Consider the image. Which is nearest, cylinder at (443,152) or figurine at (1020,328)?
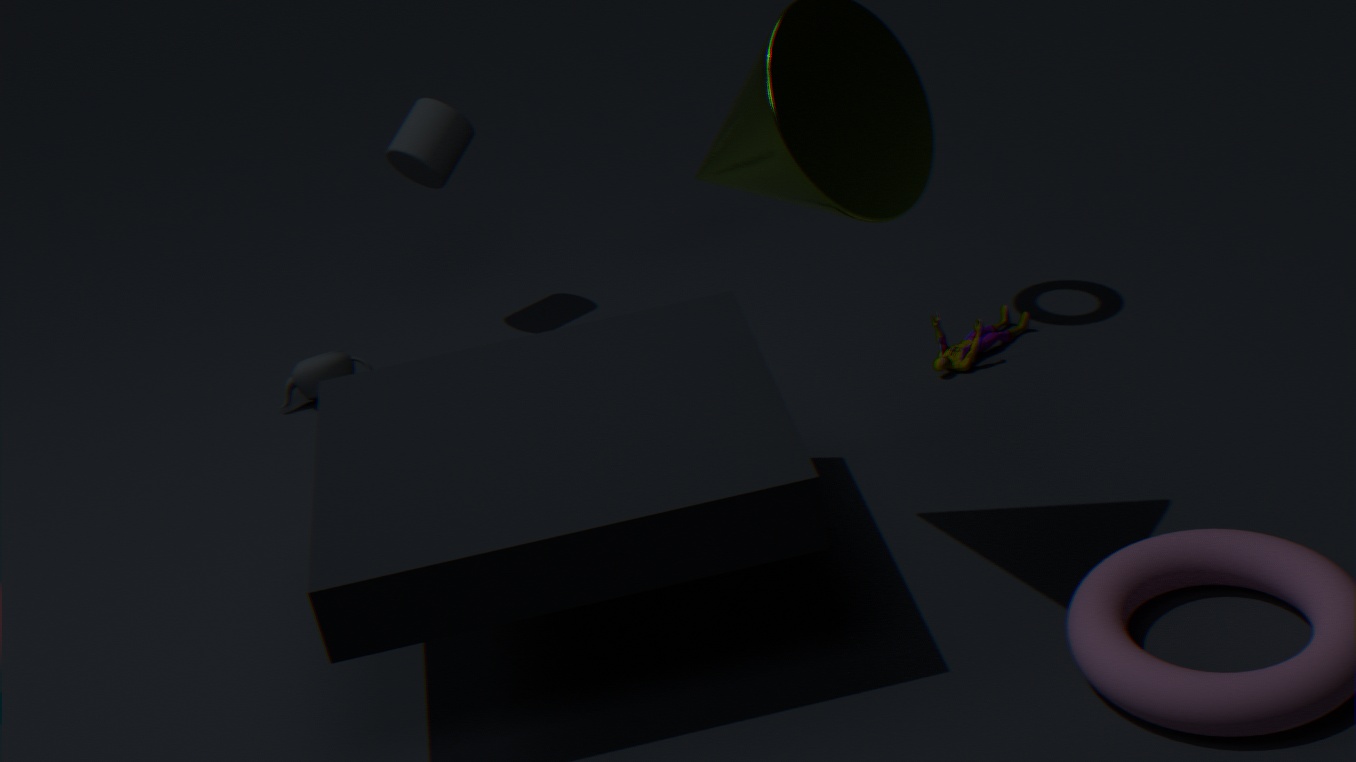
figurine at (1020,328)
